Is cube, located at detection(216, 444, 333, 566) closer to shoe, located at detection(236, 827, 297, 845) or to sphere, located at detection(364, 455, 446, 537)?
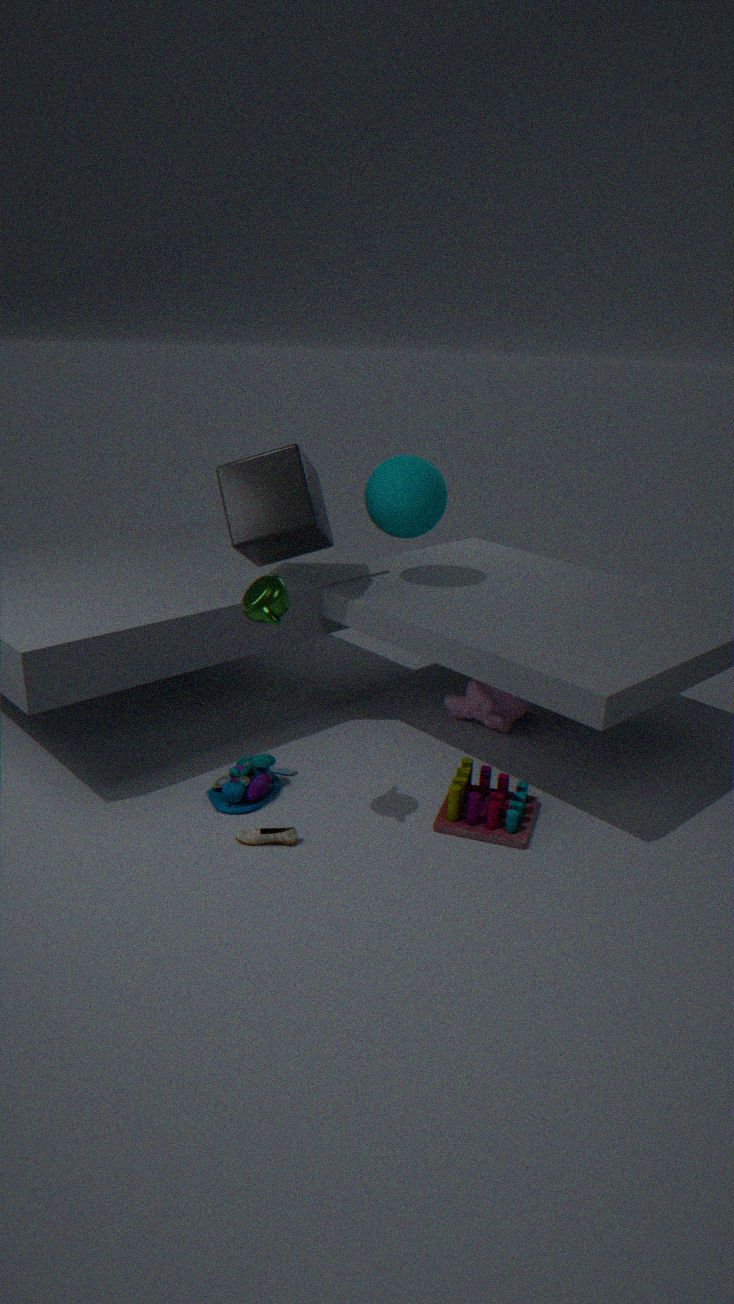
sphere, located at detection(364, 455, 446, 537)
